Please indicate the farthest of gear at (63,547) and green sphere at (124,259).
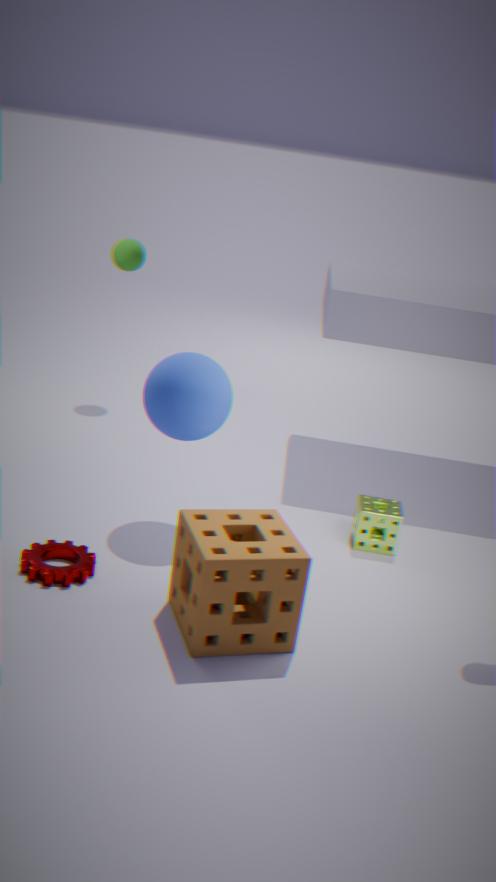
green sphere at (124,259)
